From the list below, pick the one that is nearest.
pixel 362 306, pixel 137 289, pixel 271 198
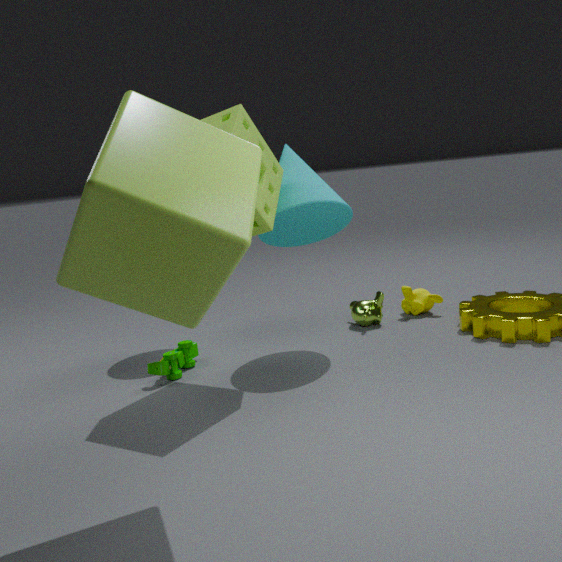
pixel 137 289
